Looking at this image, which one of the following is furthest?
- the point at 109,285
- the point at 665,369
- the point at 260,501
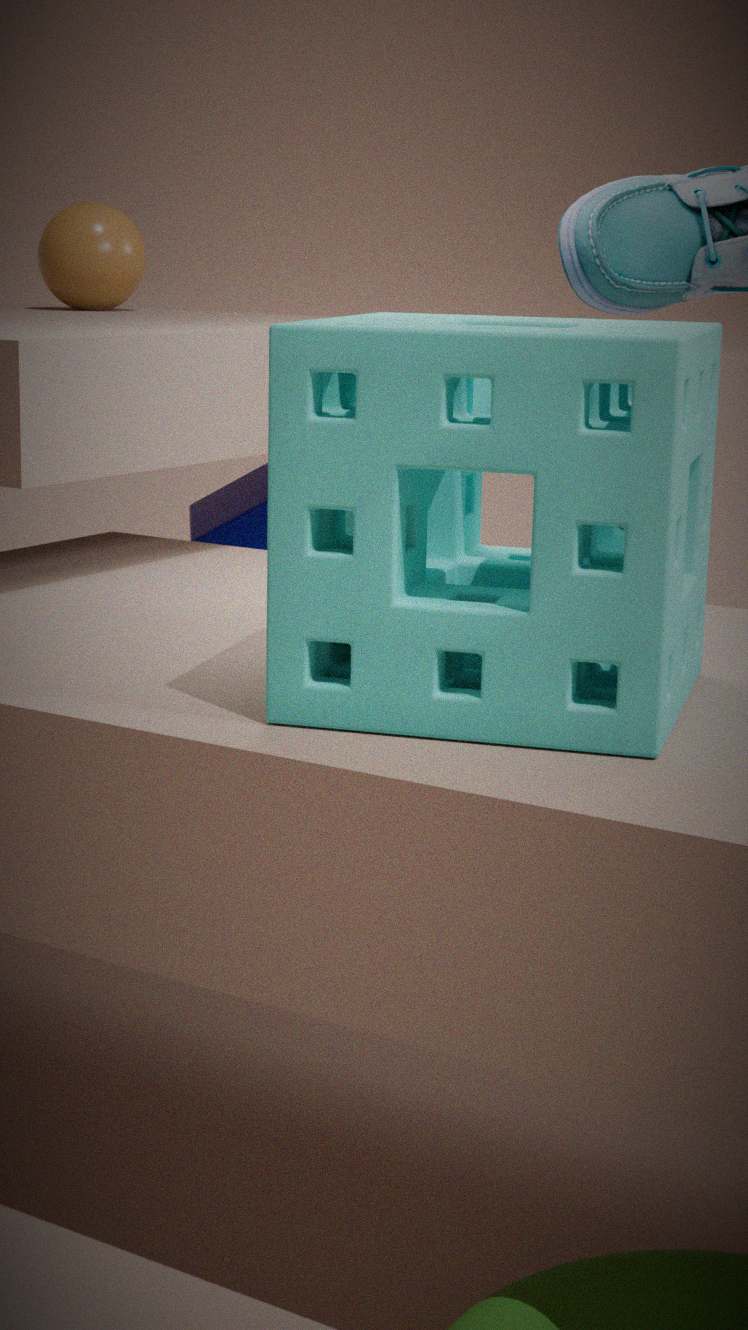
the point at 260,501
